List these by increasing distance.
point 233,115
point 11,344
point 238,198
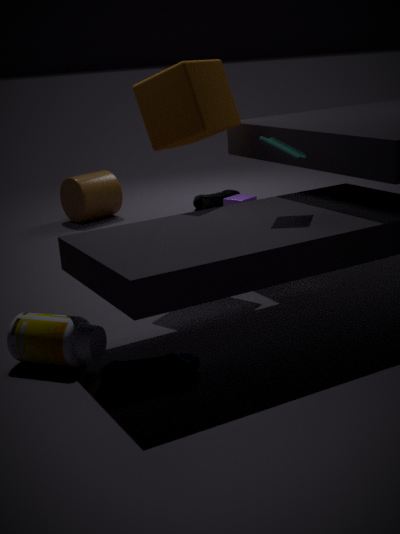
point 11,344 → point 233,115 → point 238,198
